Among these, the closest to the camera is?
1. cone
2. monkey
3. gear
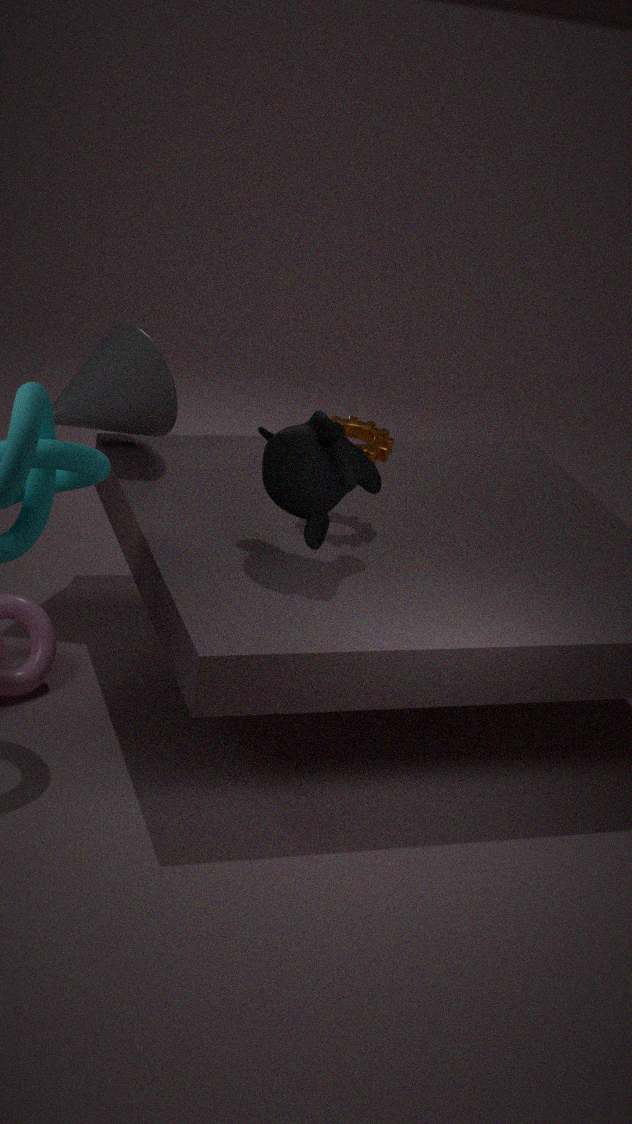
monkey
